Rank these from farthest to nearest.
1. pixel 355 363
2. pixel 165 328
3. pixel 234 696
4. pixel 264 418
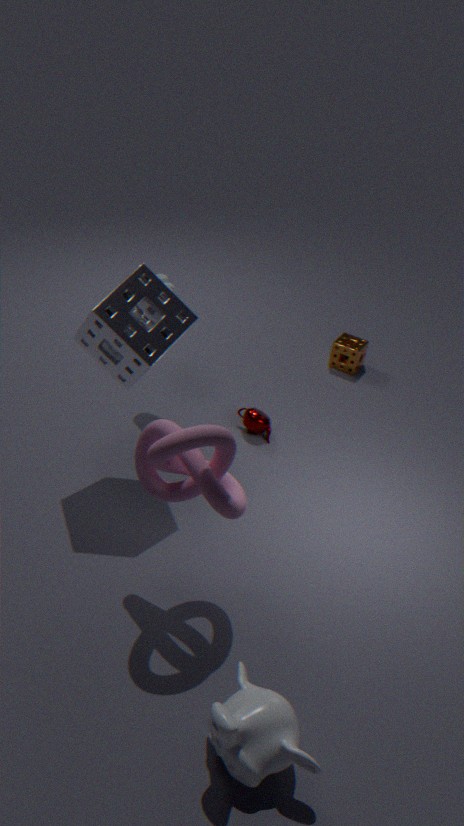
1. pixel 355 363
2. pixel 264 418
3. pixel 165 328
4. pixel 234 696
